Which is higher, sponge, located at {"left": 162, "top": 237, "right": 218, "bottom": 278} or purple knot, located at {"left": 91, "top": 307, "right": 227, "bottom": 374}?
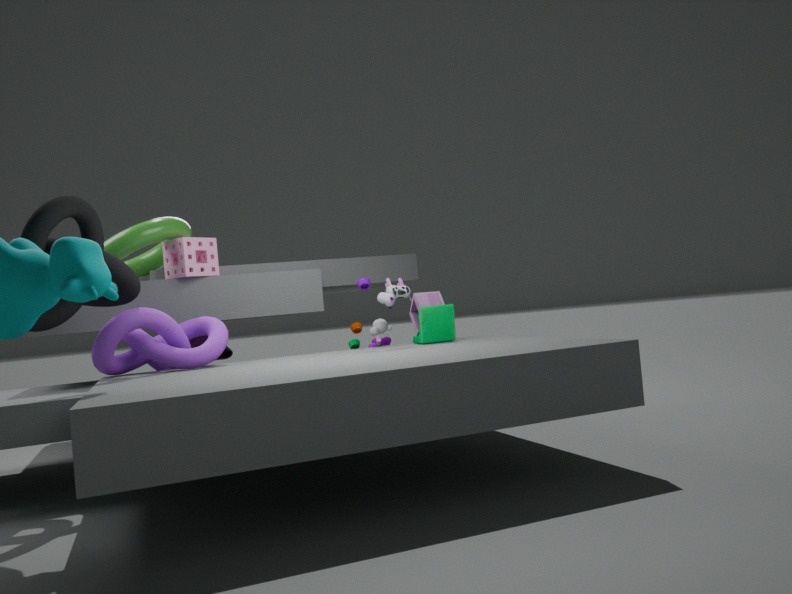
sponge, located at {"left": 162, "top": 237, "right": 218, "bottom": 278}
